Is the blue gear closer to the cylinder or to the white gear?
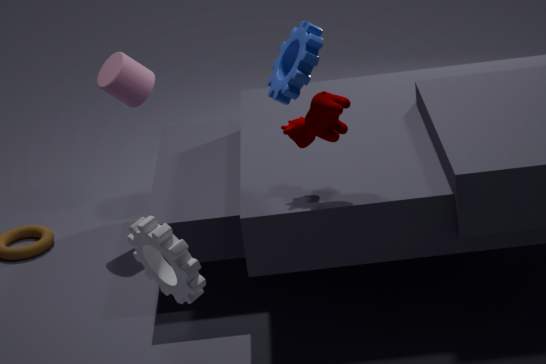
the white gear
